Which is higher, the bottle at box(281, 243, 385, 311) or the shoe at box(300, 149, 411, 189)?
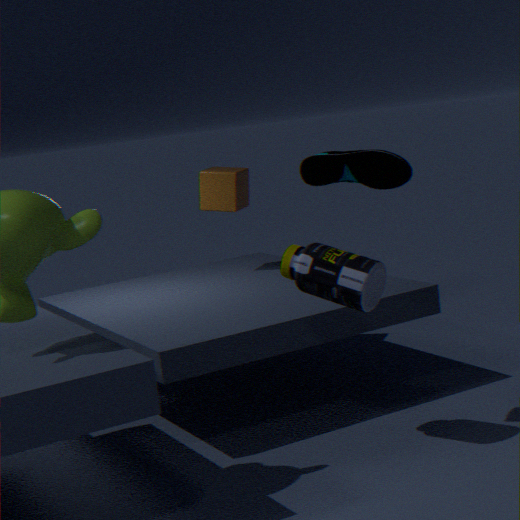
the shoe at box(300, 149, 411, 189)
